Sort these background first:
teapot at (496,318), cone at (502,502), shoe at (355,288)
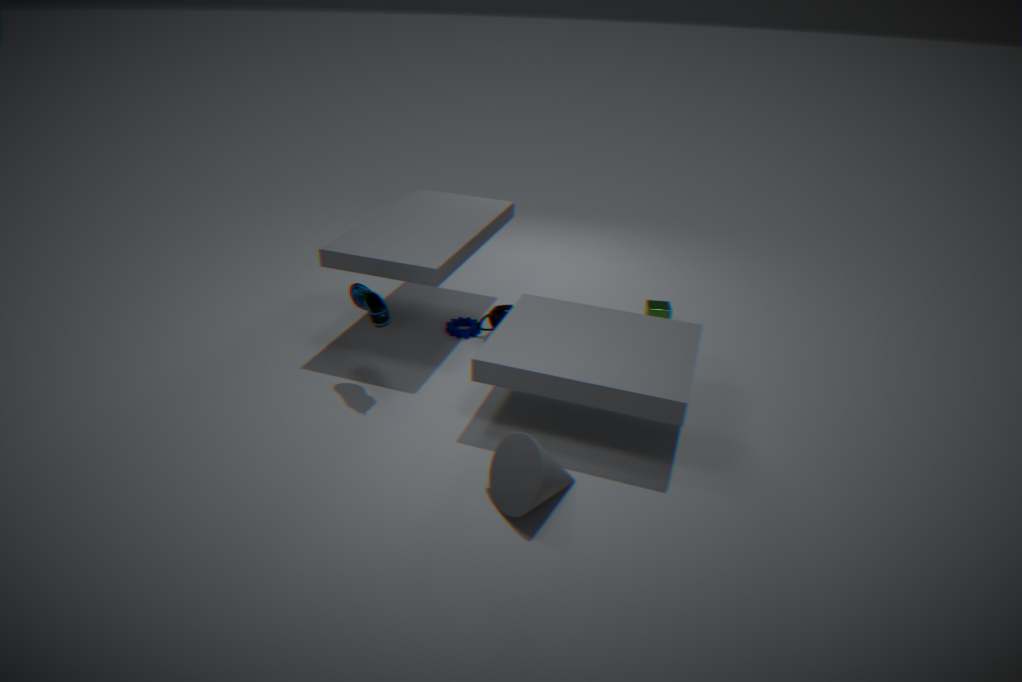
1. teapot at (496,318)
2. shoe at (355,288)
3. cone at (502,502)
